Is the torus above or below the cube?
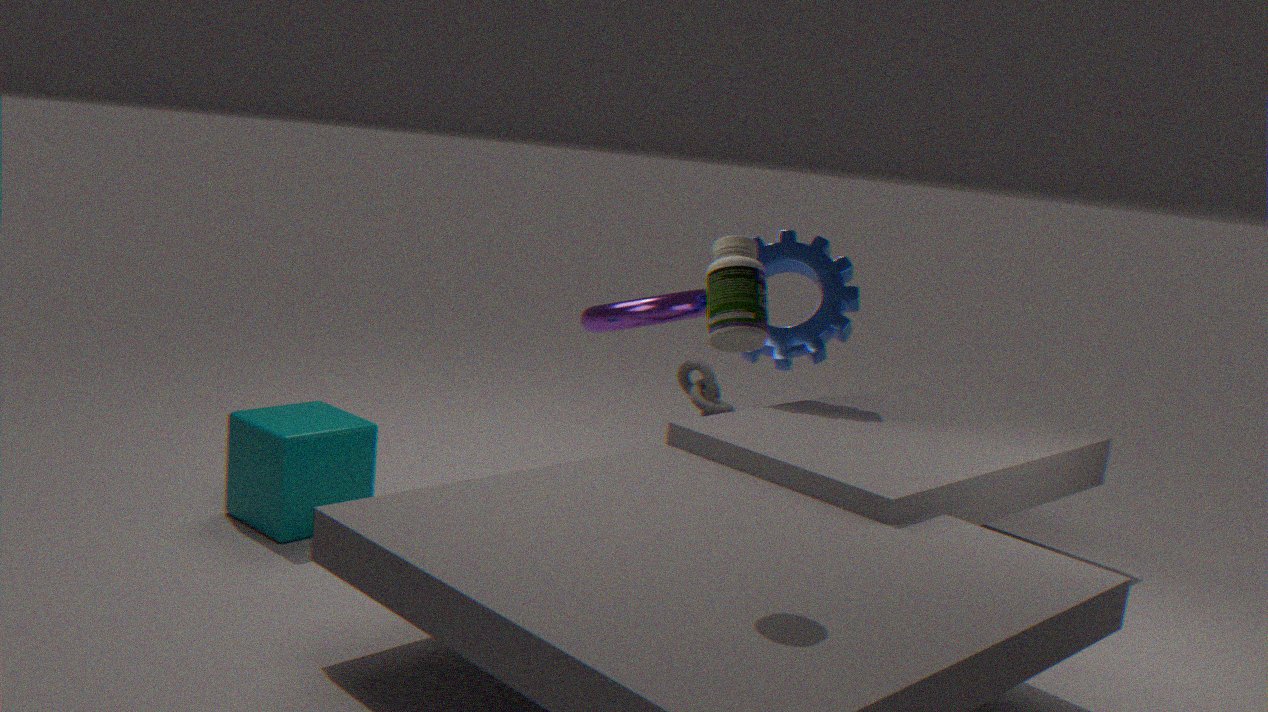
above
